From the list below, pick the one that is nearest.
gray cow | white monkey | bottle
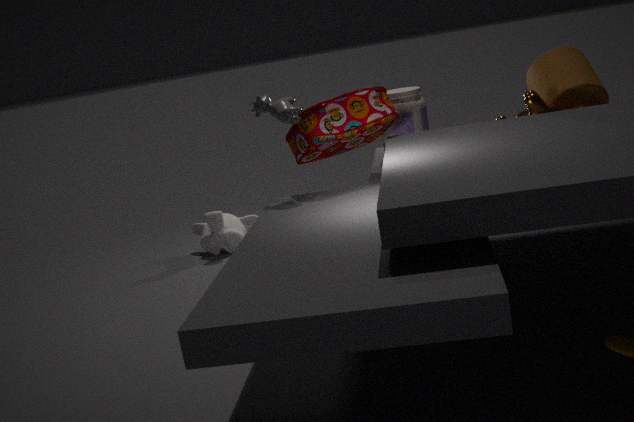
gray cow
